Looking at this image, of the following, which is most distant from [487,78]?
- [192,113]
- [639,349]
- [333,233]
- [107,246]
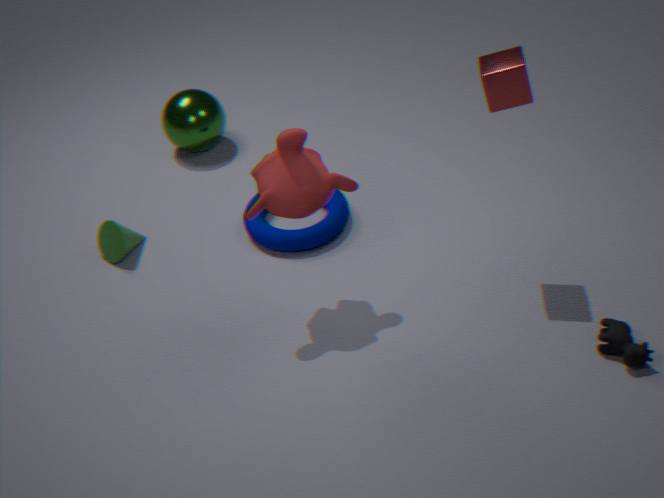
[192,113]
